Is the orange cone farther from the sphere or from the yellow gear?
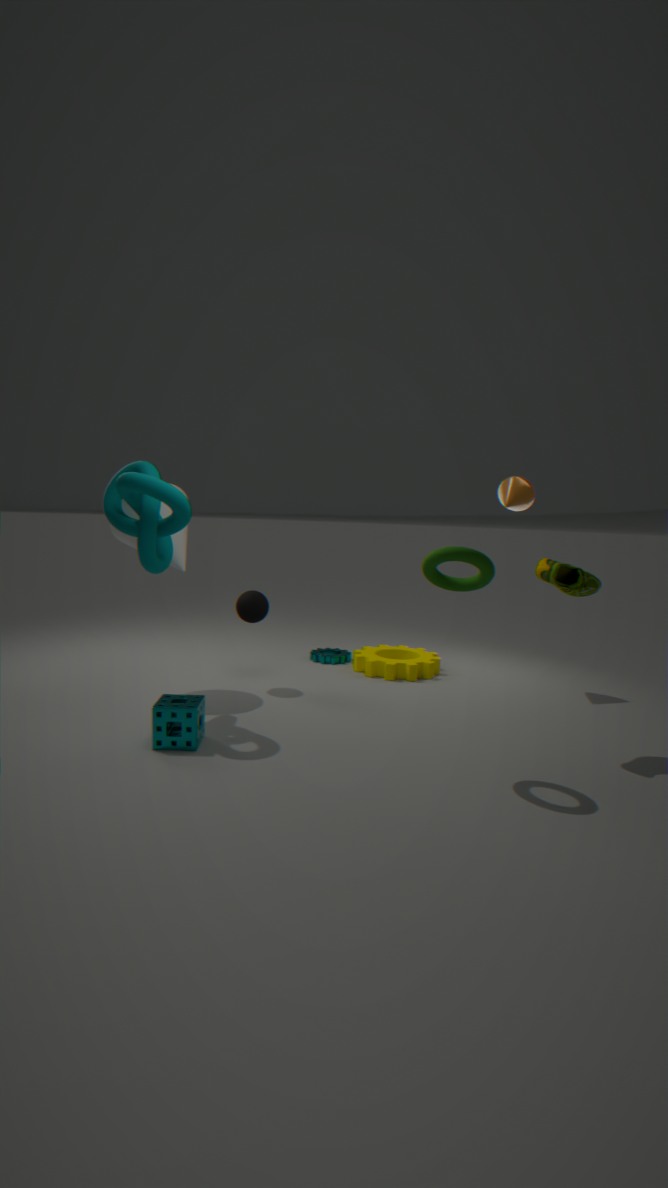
the sphere
